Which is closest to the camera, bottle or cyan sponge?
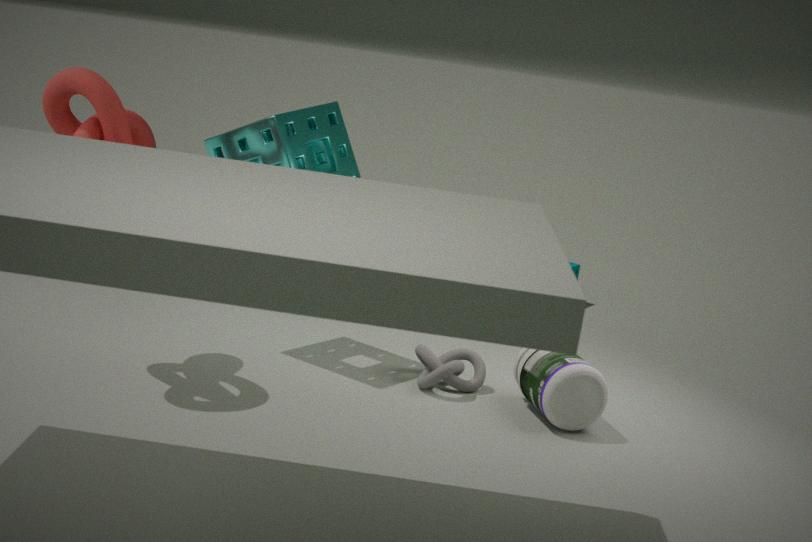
bottle
